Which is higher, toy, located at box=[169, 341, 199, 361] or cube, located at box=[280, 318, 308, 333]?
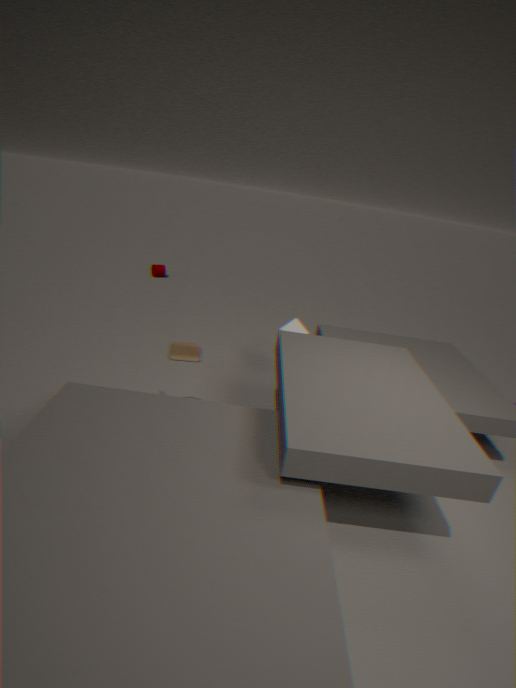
cube, located at box=[280, 318, 308, 333]
